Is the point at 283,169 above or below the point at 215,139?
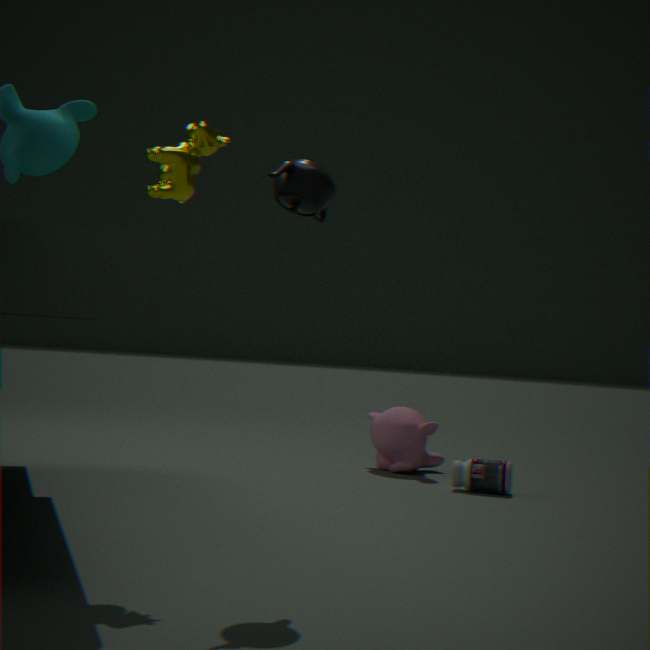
below
